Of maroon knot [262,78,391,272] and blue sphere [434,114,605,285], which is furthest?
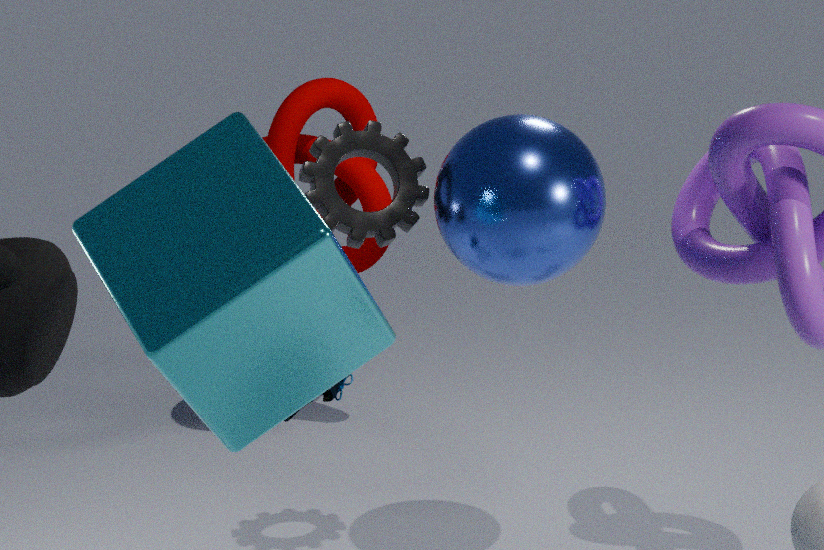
maroon knot [262,78,391,272]
